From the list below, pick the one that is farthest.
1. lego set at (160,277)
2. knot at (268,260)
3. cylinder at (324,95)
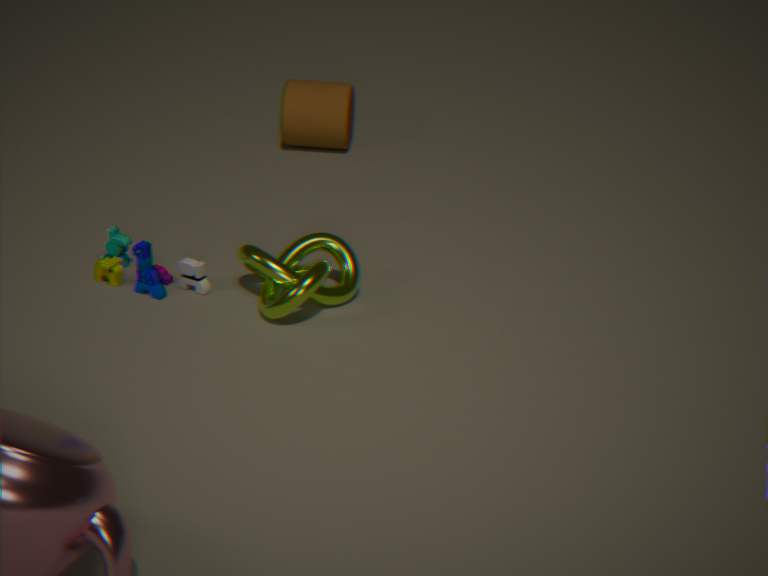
cylinder at (324,95)
